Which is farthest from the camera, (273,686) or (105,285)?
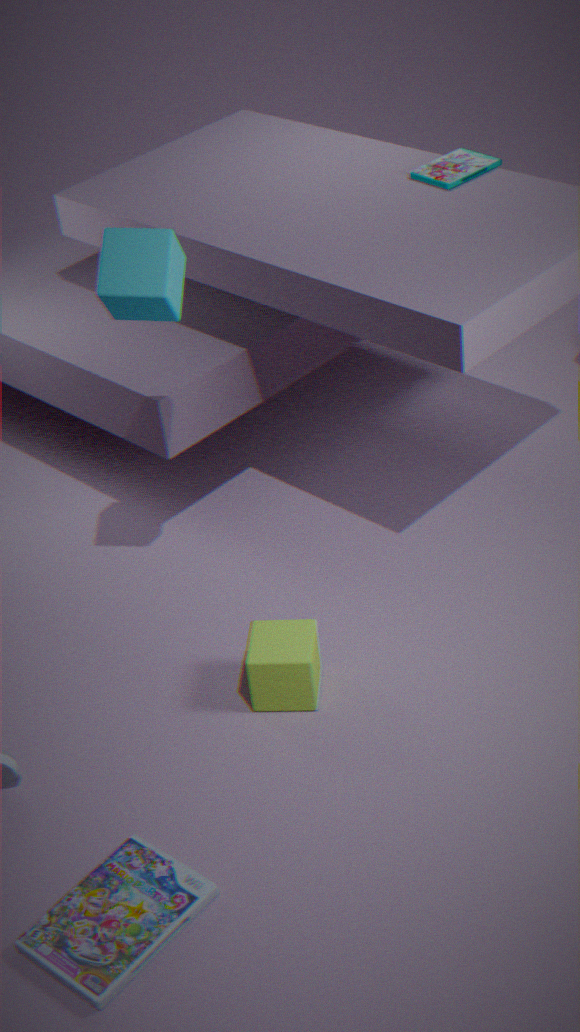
(273,686)
